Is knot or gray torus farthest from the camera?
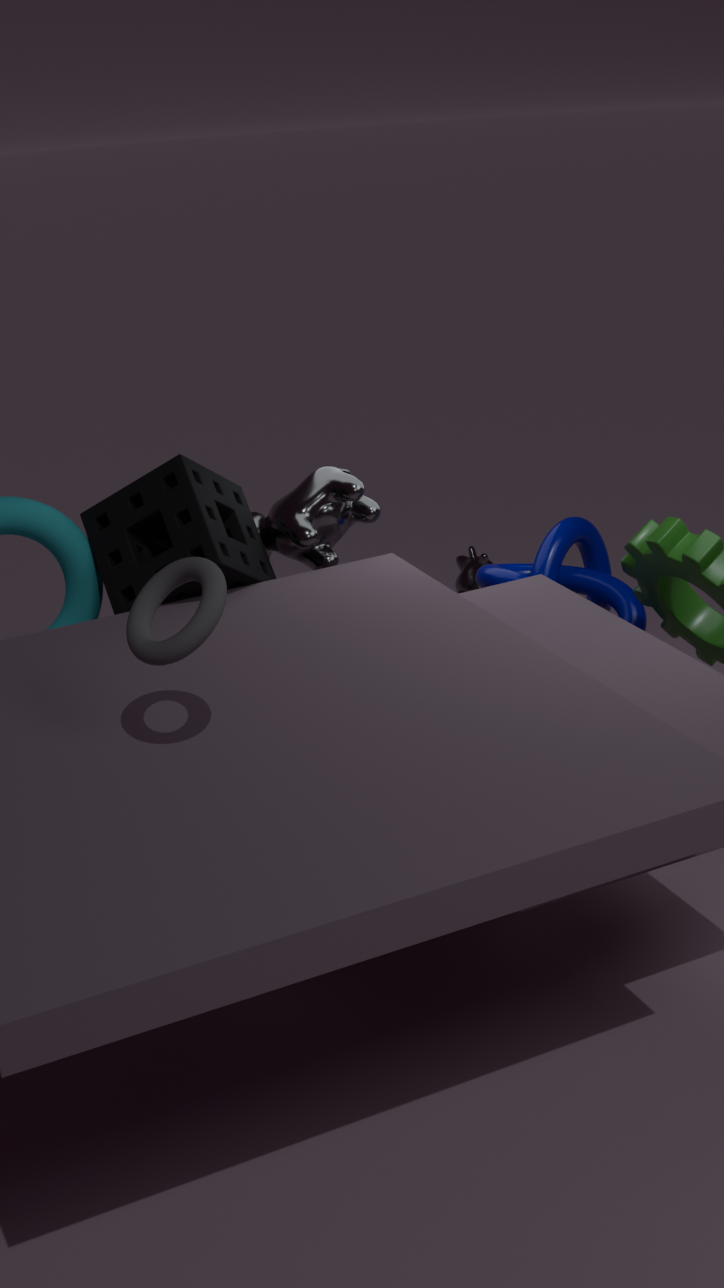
knot
